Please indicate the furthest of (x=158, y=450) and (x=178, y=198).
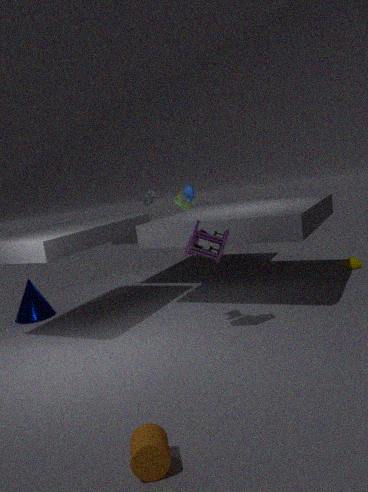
(x=178, y=198)
